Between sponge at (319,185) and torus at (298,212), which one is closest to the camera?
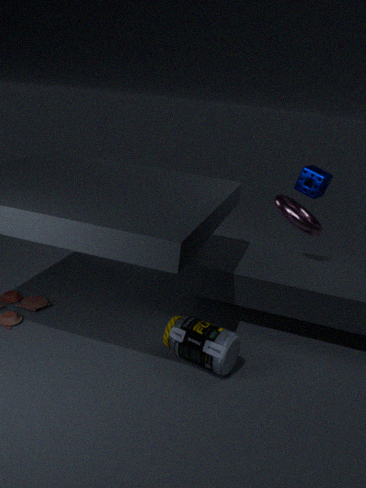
sponge at (319,185)
